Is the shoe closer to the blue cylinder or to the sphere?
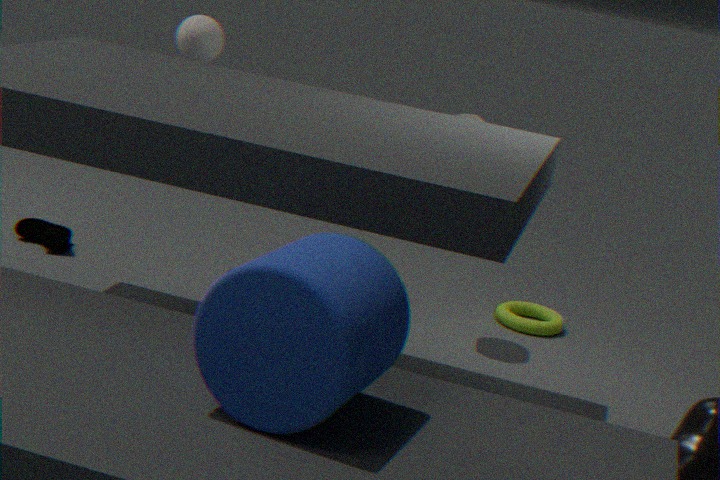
the sphere
